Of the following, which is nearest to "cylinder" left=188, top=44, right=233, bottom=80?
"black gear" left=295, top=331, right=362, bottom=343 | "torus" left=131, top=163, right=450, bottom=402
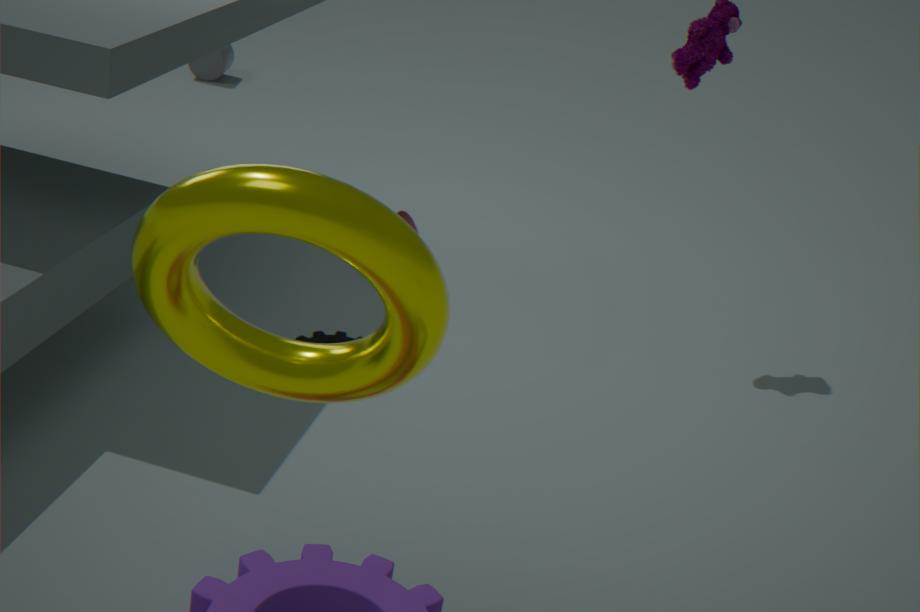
"black gear" left=295, top=331, right=362, bottom=343
